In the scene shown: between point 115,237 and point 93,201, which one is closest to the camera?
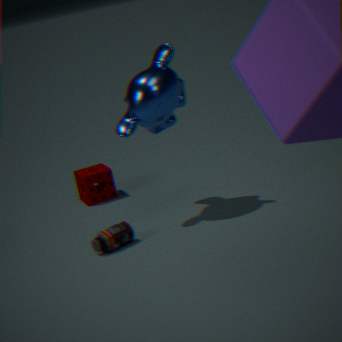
point 115,237
